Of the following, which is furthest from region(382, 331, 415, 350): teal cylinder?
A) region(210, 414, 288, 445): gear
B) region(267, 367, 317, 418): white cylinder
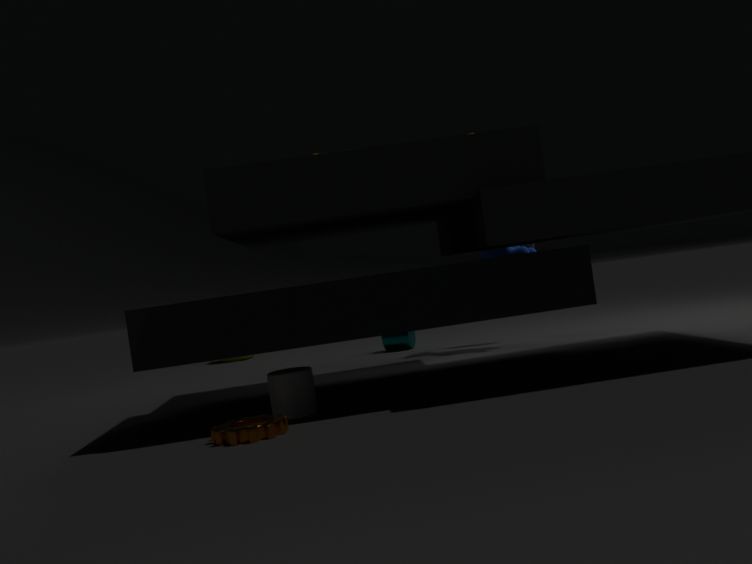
region(210, 414, 288, 445): gear
